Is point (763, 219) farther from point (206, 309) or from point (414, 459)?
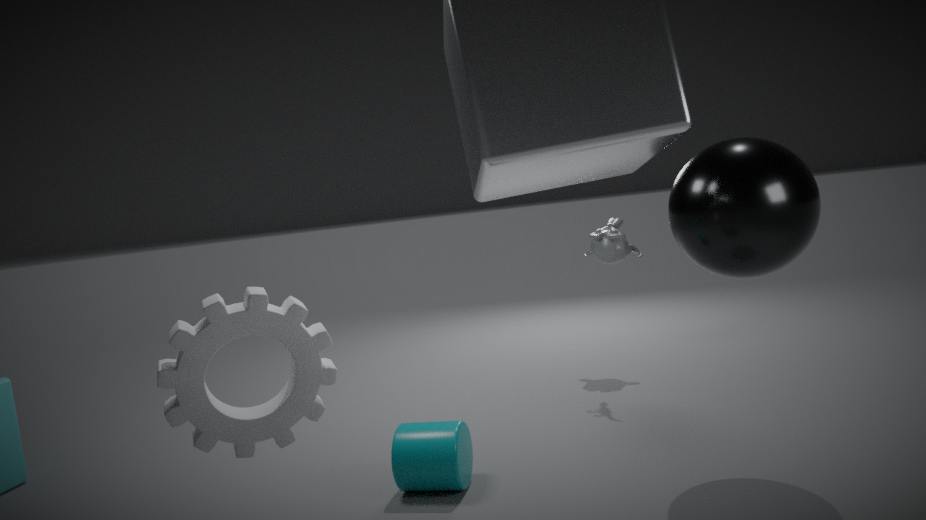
point (206, 309)
